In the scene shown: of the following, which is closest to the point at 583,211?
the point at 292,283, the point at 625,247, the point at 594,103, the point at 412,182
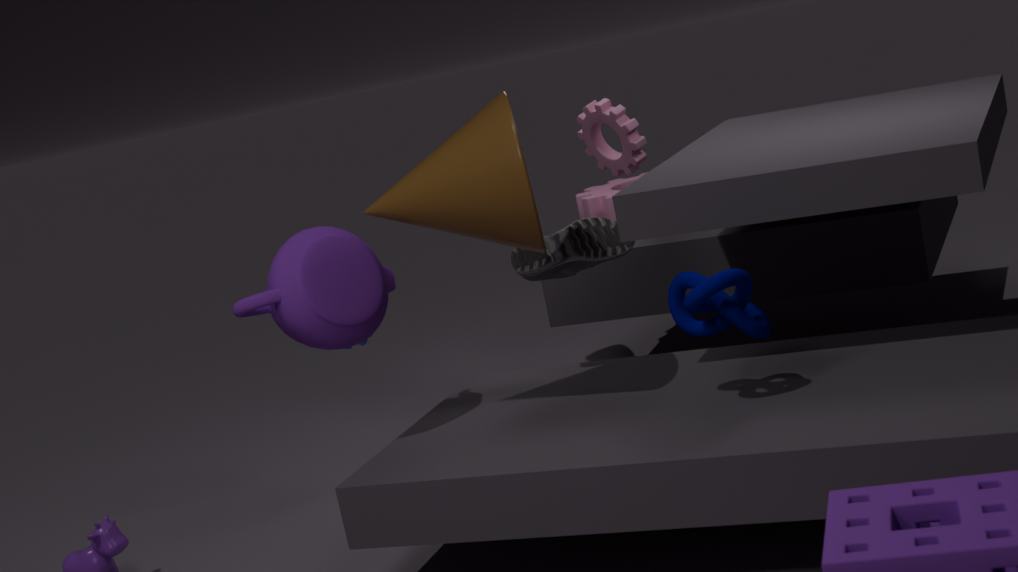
the point at 594,103
